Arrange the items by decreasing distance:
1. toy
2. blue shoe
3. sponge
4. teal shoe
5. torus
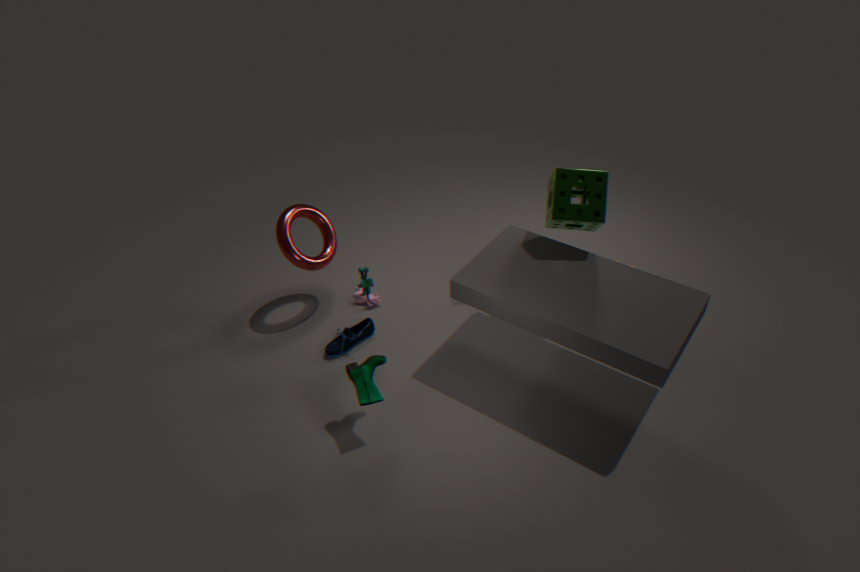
blue shoe → torus → toy → sponge → teal shoe
